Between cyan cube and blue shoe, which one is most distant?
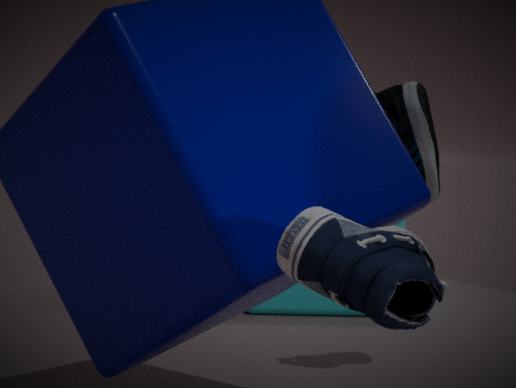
cyan cube
